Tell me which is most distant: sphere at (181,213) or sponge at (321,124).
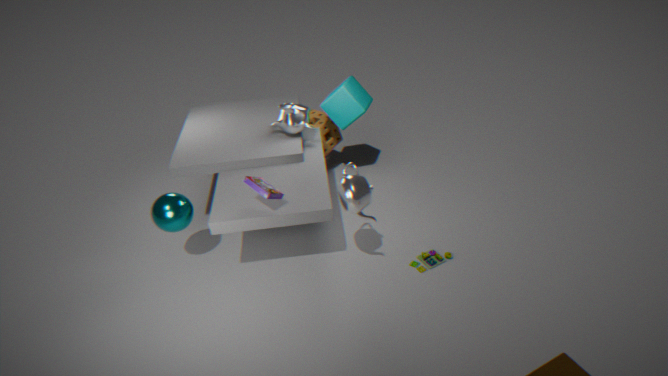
sponge at (321,124)
